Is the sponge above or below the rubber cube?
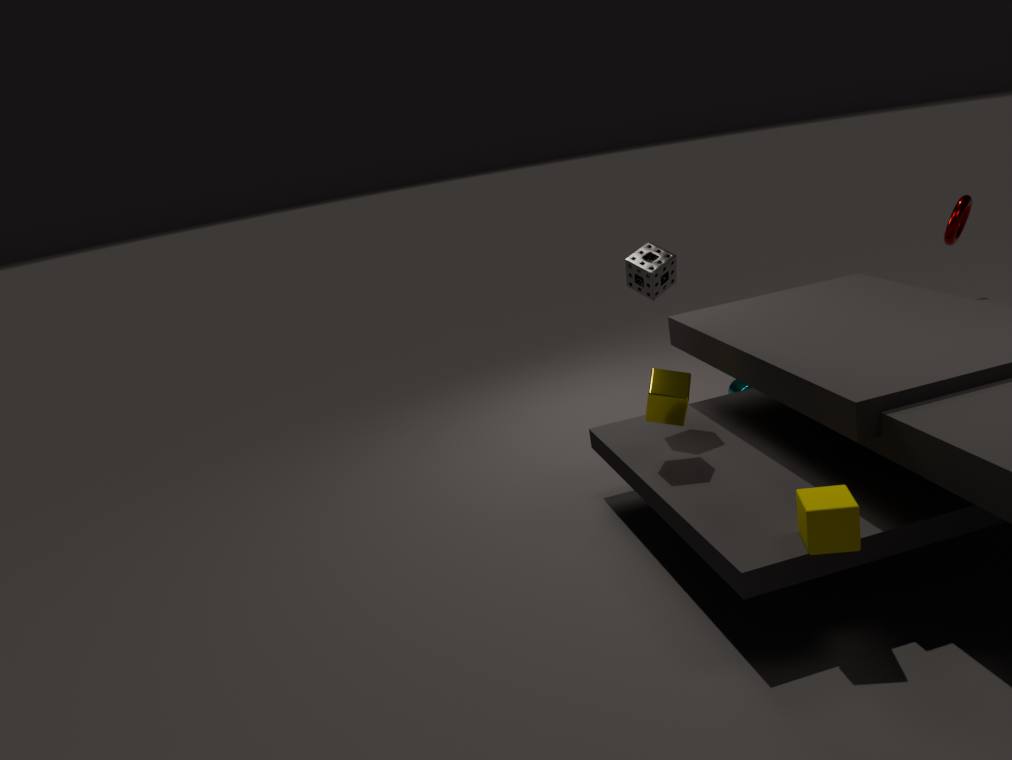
above
